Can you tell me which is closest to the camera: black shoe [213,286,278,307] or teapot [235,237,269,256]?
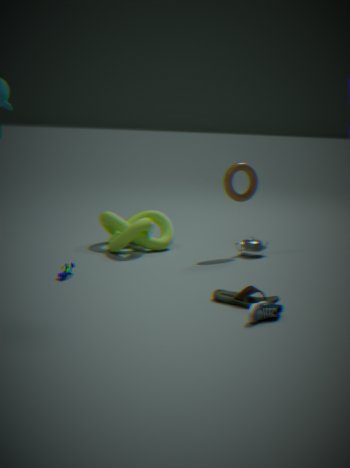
black shoe [213,286,278,307]
